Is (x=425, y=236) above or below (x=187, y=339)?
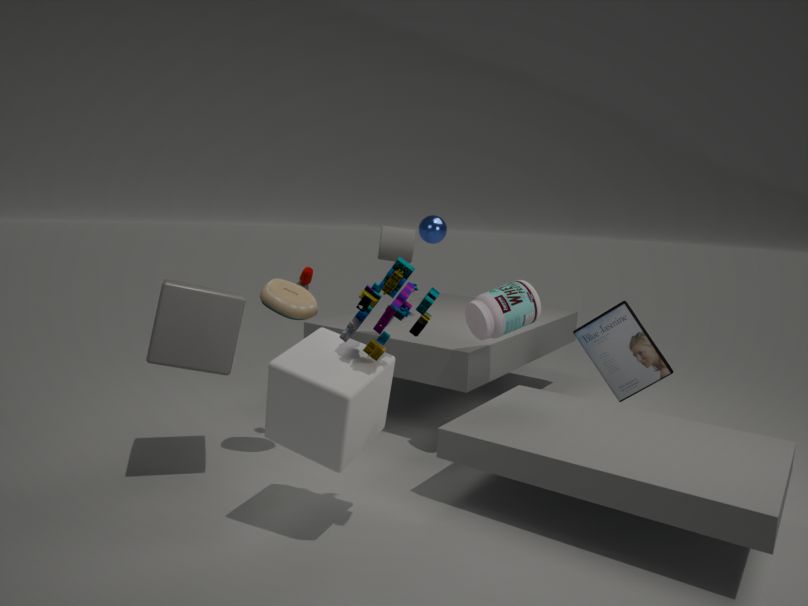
above
